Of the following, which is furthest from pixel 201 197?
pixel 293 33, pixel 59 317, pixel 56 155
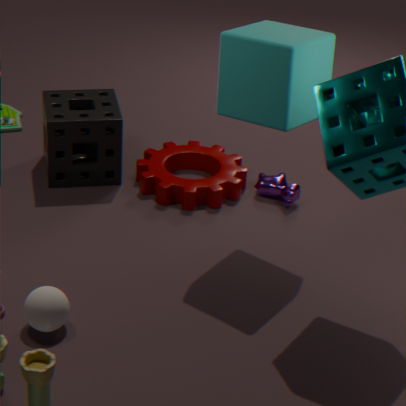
pixel 59 317
